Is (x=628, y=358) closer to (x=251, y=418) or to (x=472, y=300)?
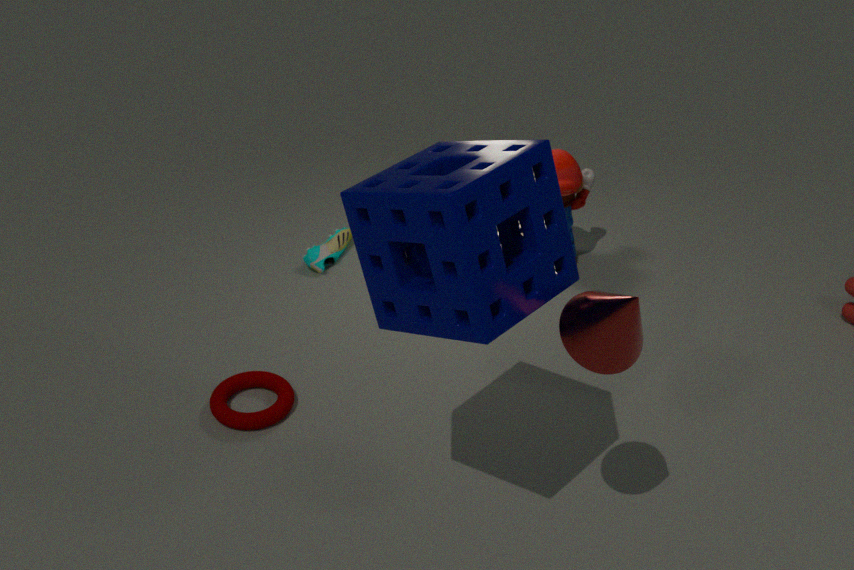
(x=472, y=300)
